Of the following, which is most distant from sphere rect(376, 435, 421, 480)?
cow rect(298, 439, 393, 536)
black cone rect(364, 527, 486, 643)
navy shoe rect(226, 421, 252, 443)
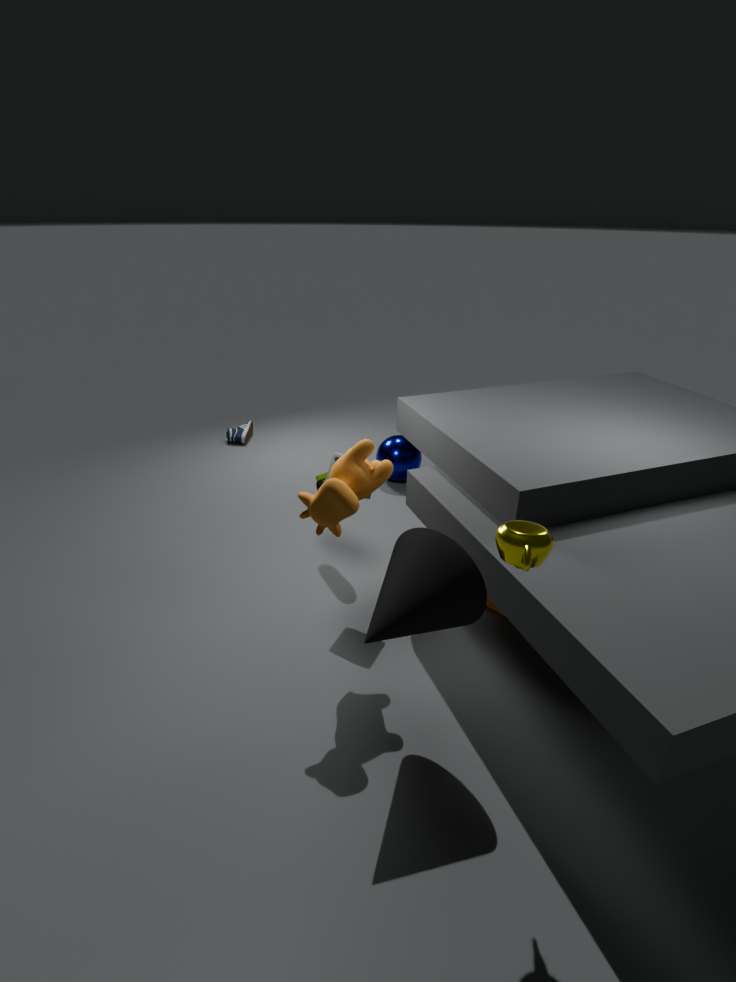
black cone rect(364, 527, 486, 643)
